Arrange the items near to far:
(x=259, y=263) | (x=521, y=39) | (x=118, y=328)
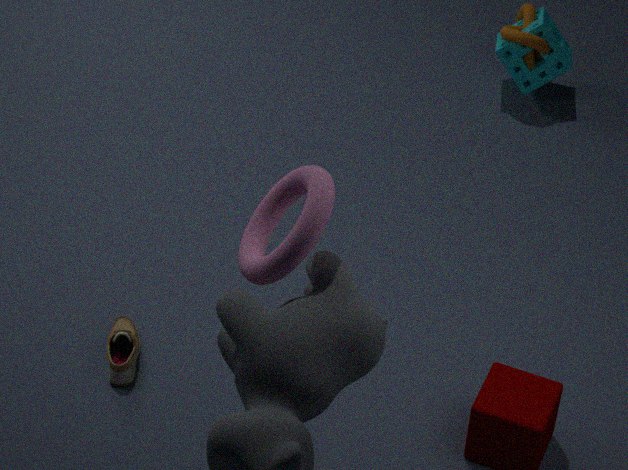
1. (x=259, y=263)
2. (x=118, y=328)
3. (x=521, y=39)
